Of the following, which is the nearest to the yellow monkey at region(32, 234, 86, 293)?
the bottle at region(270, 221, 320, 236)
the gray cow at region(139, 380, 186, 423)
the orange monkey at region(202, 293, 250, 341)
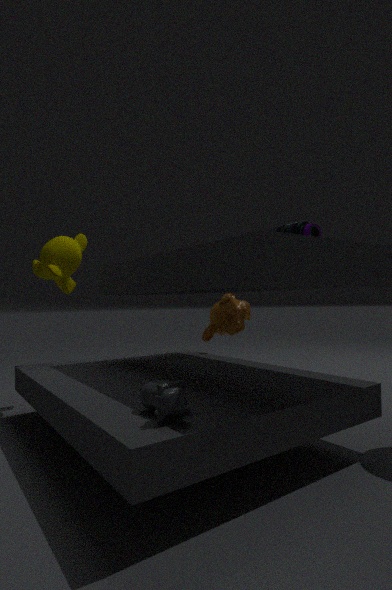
the orange monkey at region(202, 293, 250, 341)
